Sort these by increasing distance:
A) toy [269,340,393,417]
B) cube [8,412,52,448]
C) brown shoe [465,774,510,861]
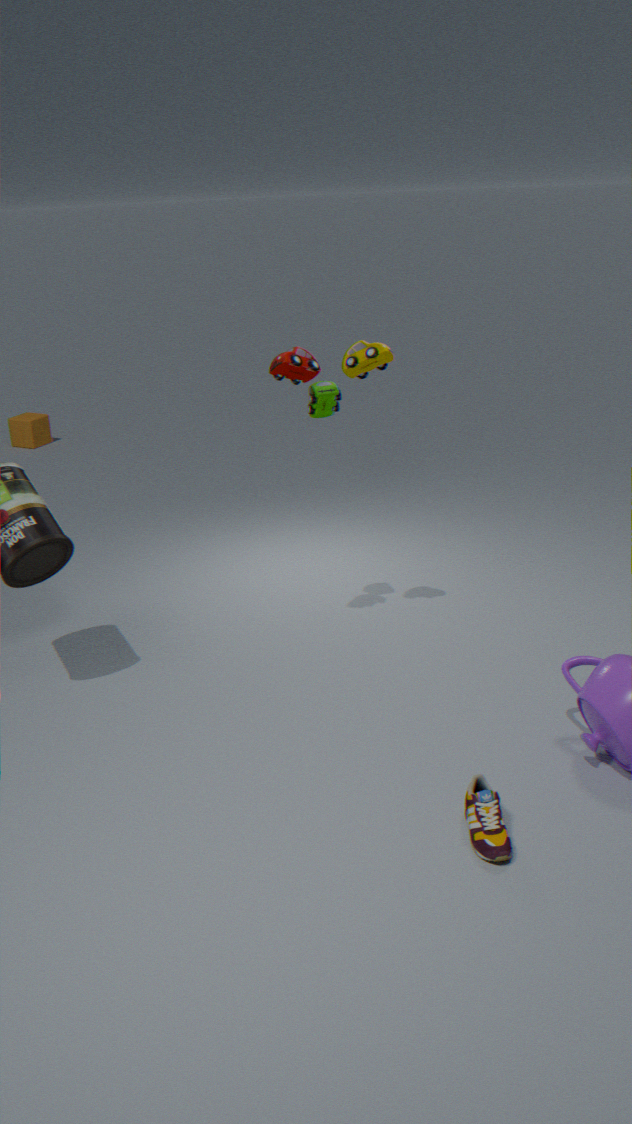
brown shoe [465,774,510,861] < toy [269,340,393,417] < cube [8,412,52,448]
